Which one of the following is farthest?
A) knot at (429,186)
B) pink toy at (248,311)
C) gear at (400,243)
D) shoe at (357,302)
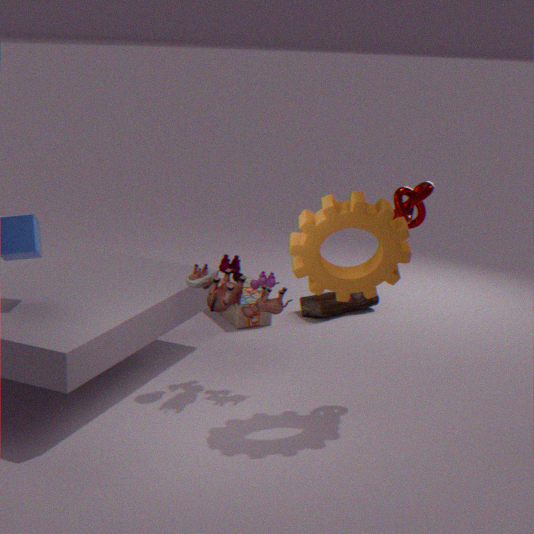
shoe at (357,302)
